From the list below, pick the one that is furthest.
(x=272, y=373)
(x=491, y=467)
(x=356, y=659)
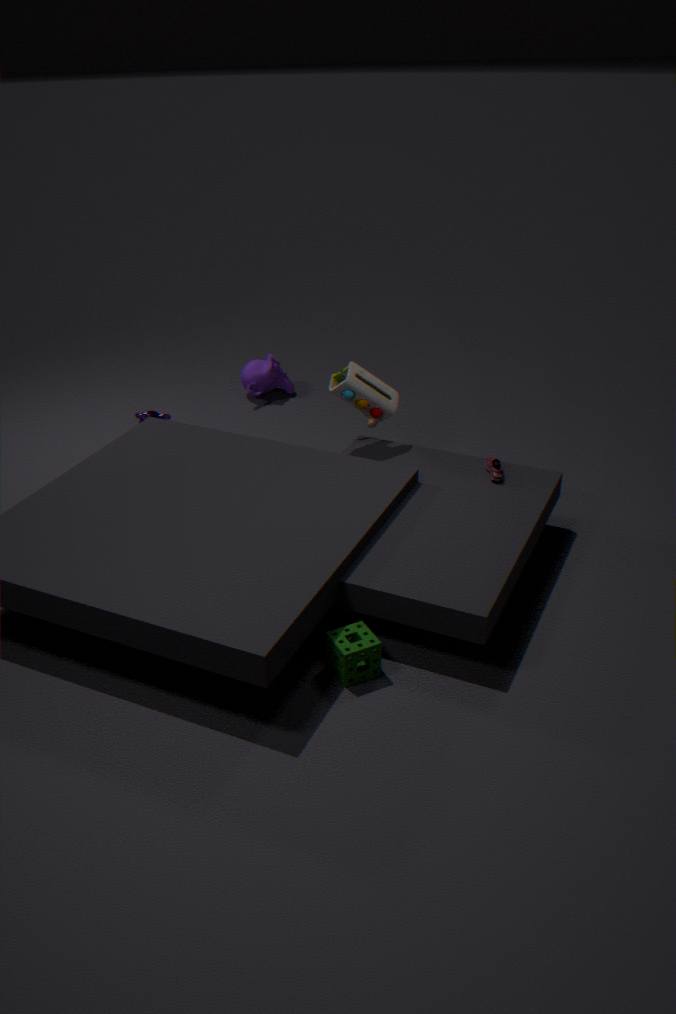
(x=272, y=373)
